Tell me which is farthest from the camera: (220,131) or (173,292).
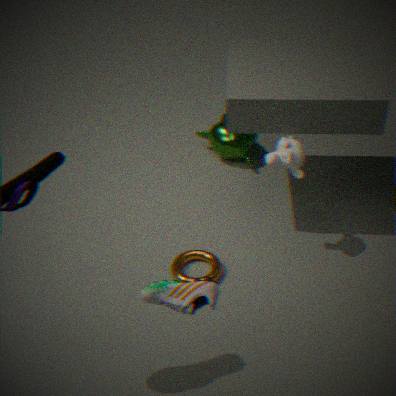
(220,131)
